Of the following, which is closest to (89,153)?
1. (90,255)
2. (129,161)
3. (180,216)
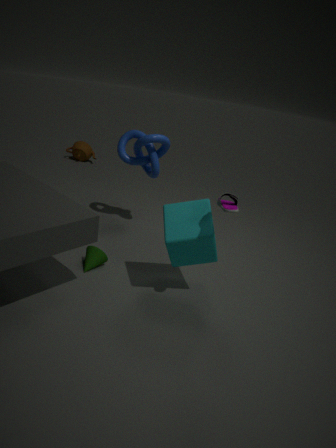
(129,161)
